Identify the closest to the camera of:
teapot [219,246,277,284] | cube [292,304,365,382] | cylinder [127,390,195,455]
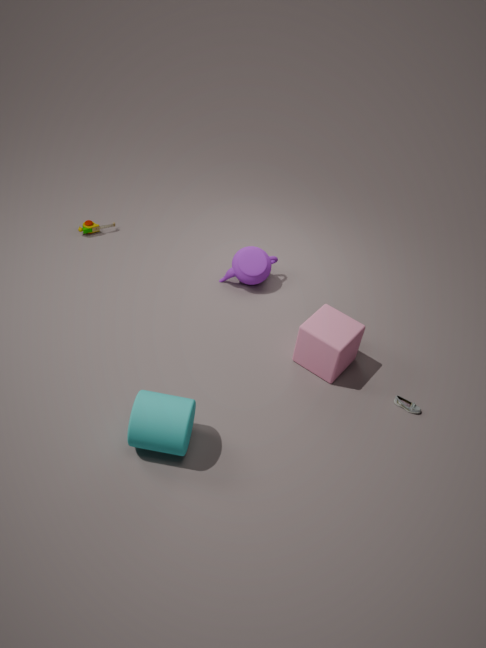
cylinder [127,390,195,455]
